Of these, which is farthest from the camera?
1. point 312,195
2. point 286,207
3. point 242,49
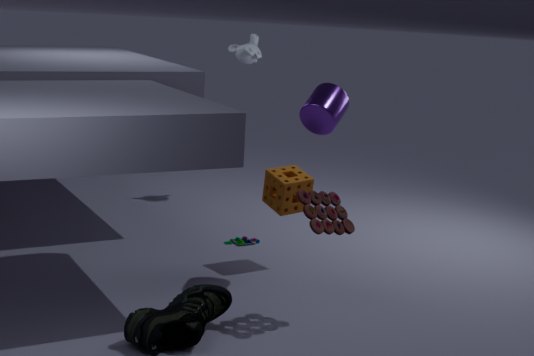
point 242,49
